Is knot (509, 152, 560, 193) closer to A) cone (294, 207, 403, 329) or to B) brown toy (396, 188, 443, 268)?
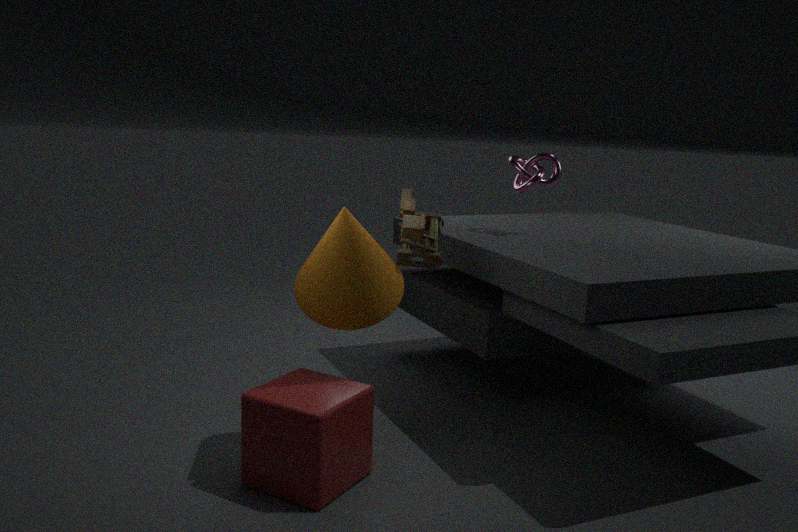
B) brown toy (396, 188, 443, 268)
